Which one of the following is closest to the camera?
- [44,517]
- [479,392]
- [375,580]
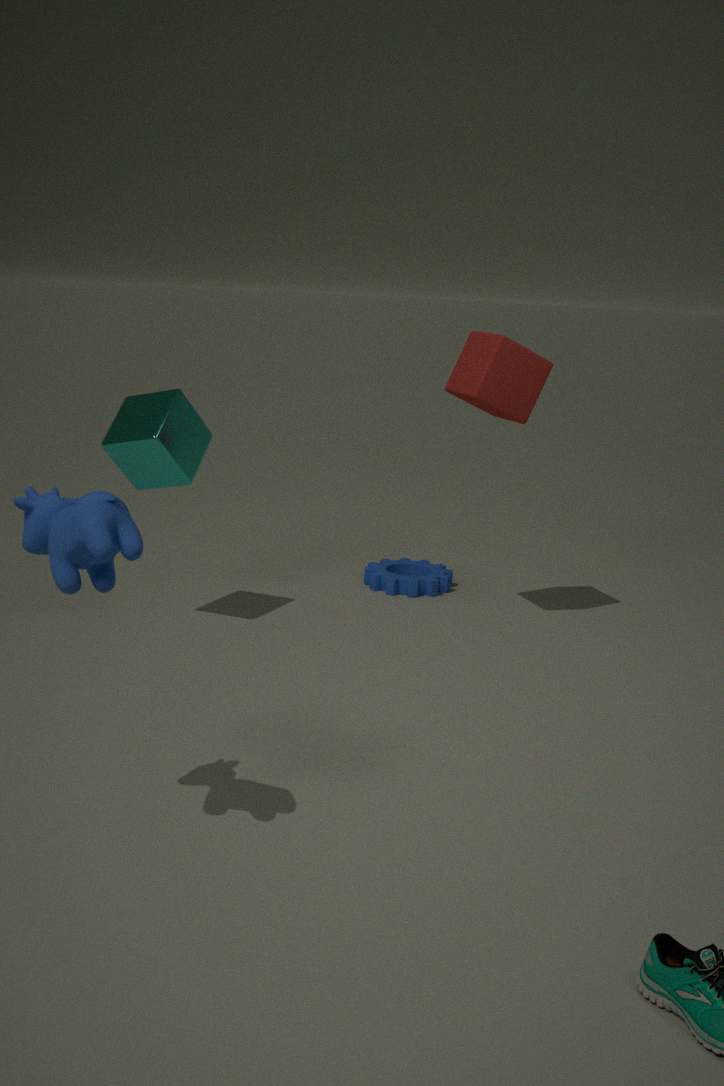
[44,517]
